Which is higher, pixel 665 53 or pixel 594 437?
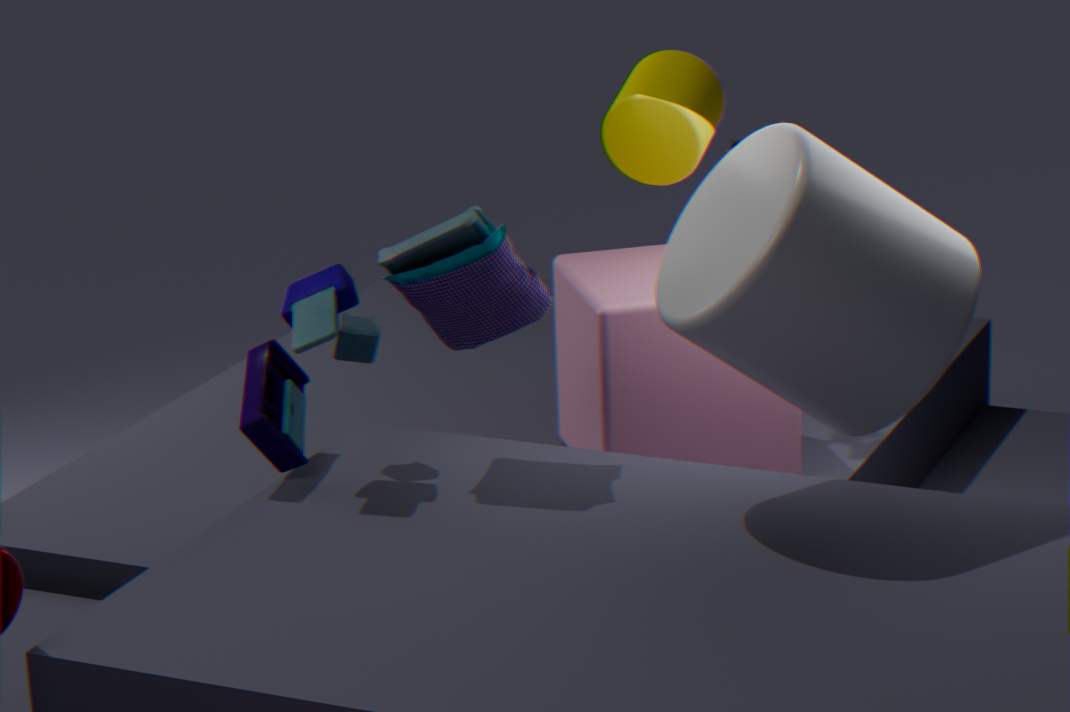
pixel 665 53
